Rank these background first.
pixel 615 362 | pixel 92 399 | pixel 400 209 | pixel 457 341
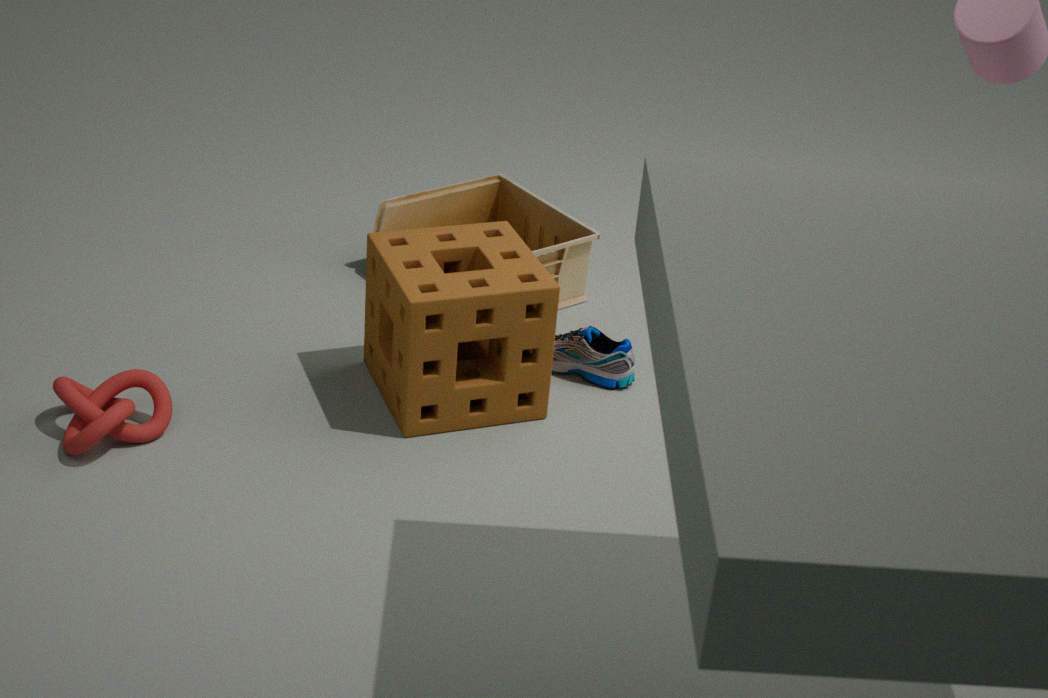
pixel 400 209 < pixel 615 362 < pixel 457 341 < pixel 92 399
